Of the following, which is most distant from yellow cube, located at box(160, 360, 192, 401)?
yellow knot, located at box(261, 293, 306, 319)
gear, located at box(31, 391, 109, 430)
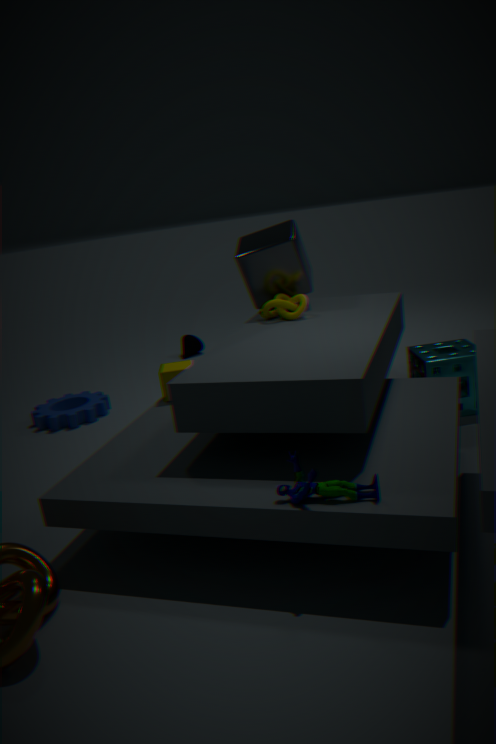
gear, located at box(31, 391, 109, 430)
